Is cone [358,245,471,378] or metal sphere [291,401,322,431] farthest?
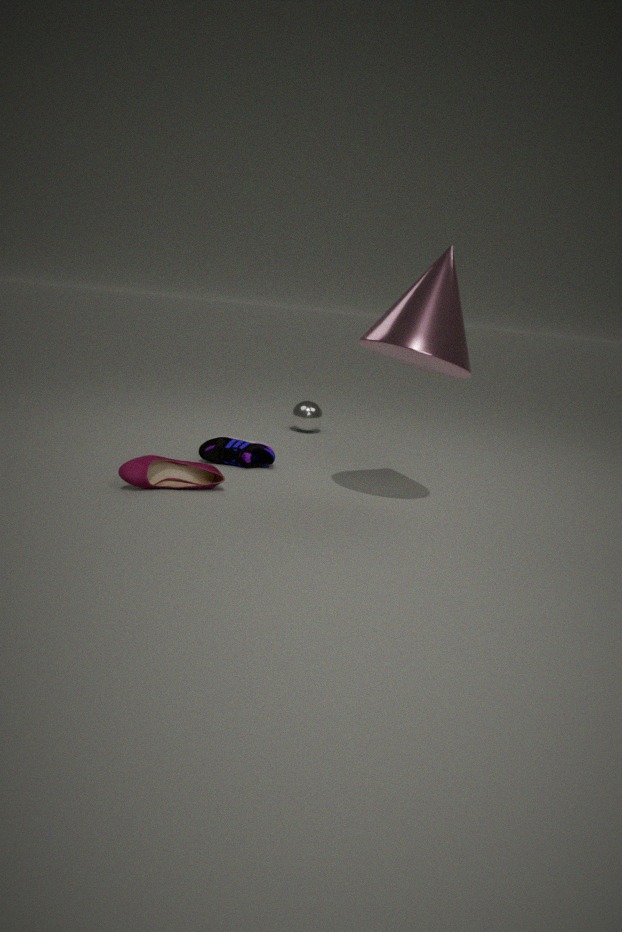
metal sphere [291,401,322,431]
